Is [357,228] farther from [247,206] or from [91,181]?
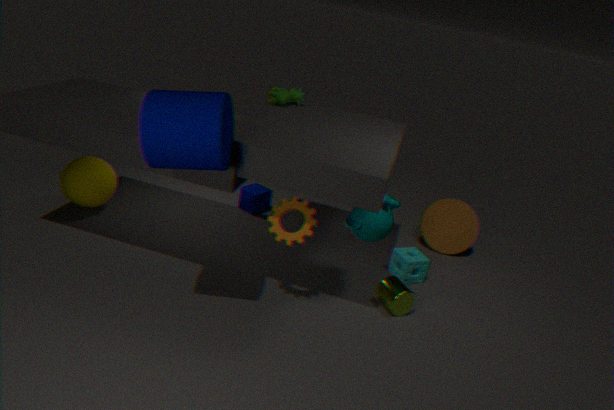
[91,181]
